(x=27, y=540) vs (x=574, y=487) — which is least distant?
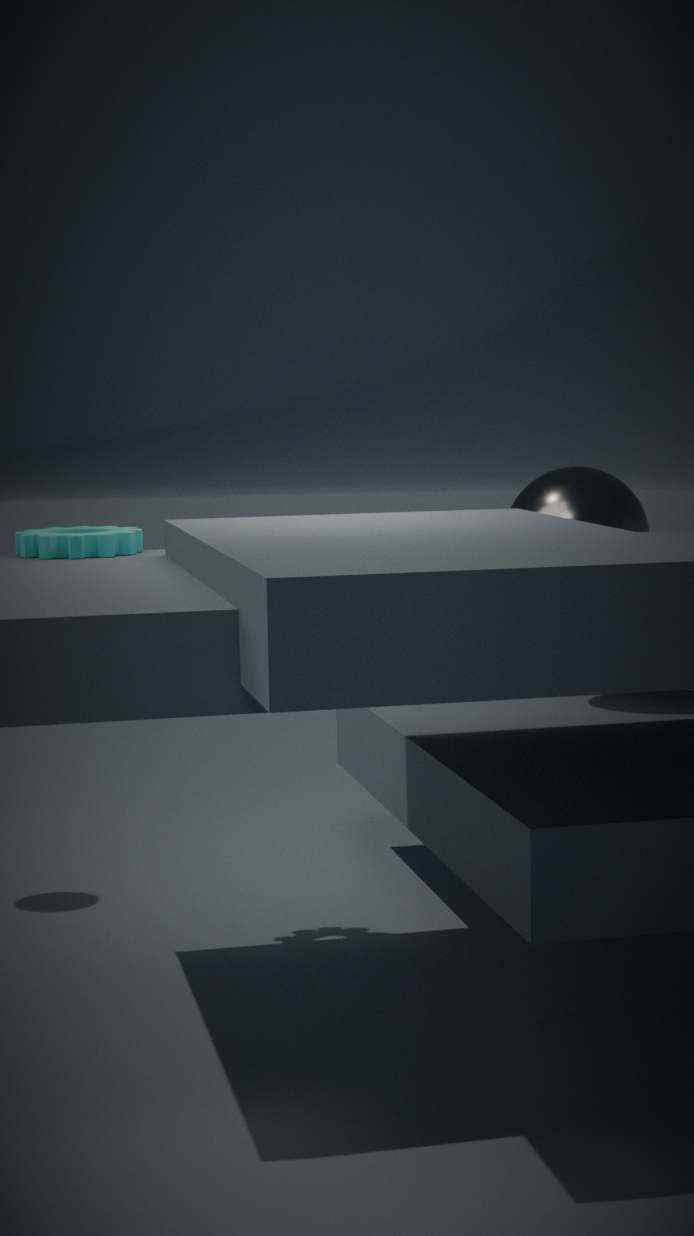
(x=27, y=540)
